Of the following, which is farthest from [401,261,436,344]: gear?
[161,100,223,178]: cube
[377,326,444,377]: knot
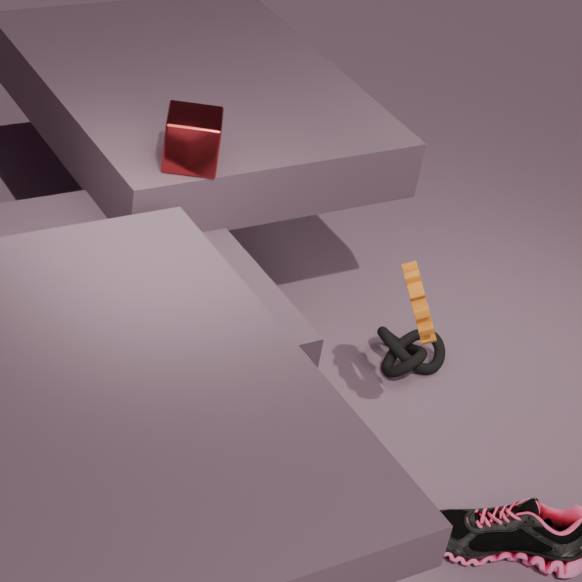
[161,100,223,178]: cube
